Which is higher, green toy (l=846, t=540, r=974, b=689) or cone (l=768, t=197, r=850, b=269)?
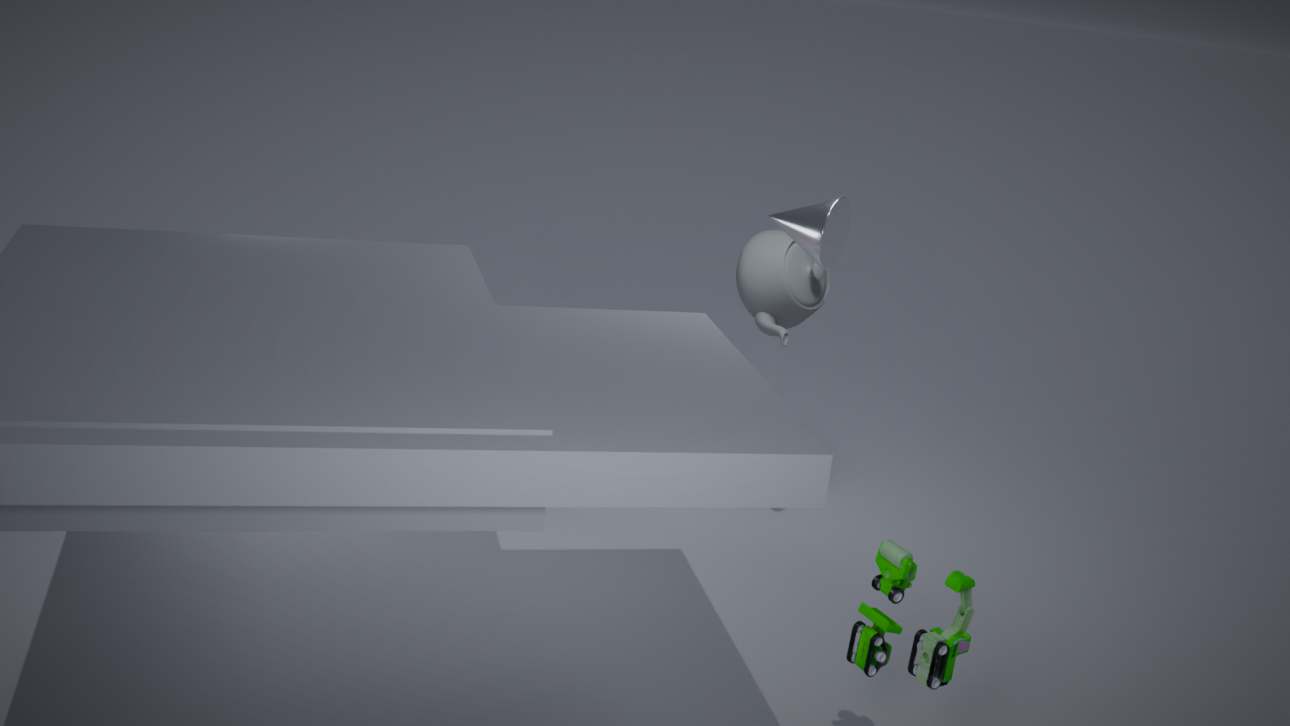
cone (l=768, t=197, r=850, b=269)
